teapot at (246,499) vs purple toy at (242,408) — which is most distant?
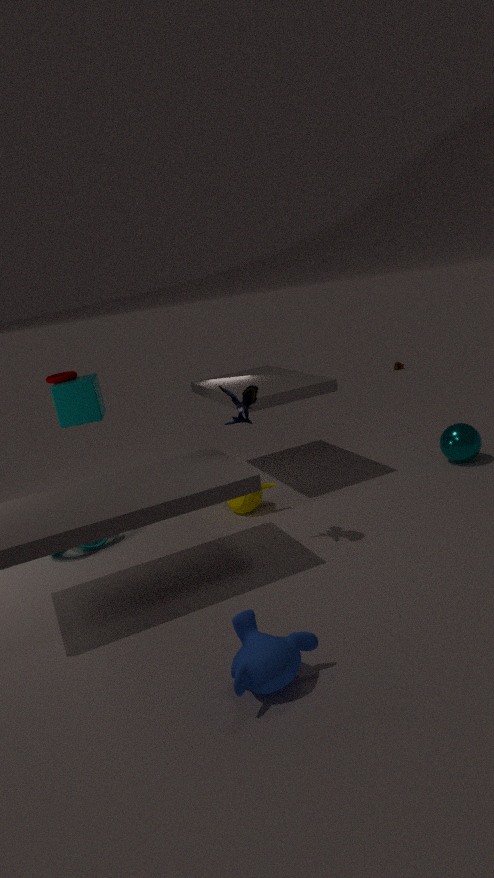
teapot at (246,499)
